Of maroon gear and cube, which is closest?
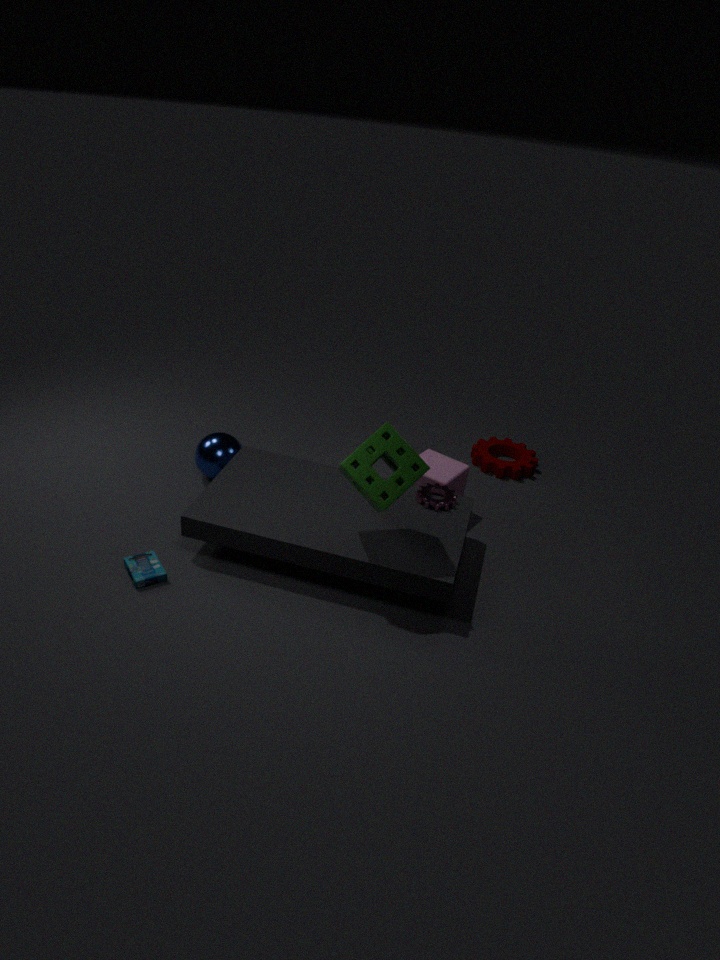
cube
